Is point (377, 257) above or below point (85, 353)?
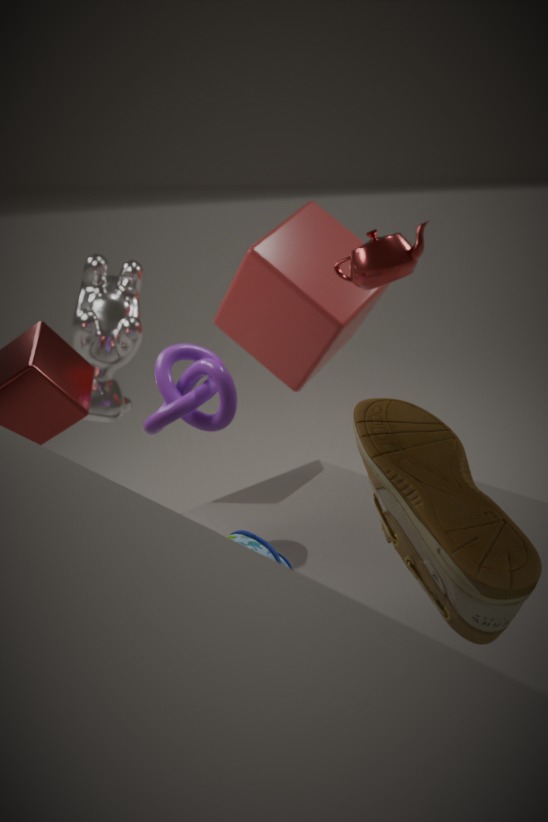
above
